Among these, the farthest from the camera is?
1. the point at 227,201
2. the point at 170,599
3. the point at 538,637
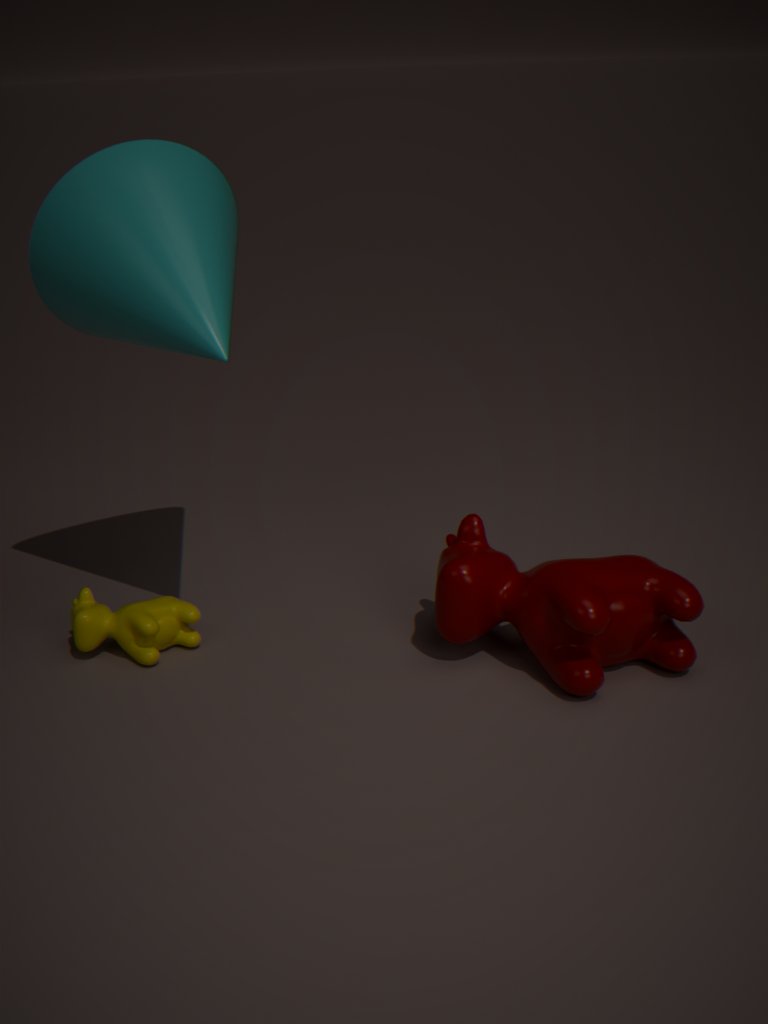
the point at 170,599
